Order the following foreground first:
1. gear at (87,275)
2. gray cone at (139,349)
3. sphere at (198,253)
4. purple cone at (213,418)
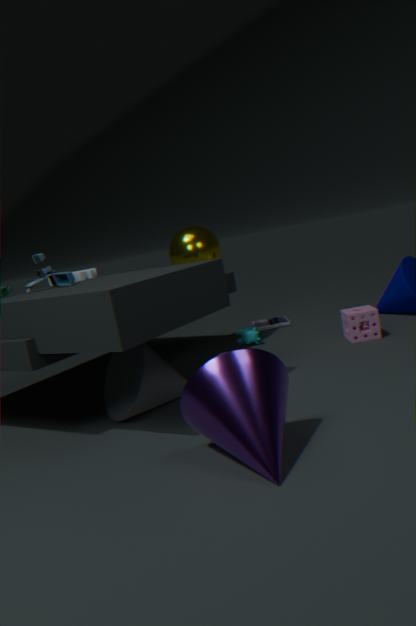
1. purple cone at (213,418)
2. gray cone at (139,349)
3. gear at (87,275)
4. sphere at (198,253)
